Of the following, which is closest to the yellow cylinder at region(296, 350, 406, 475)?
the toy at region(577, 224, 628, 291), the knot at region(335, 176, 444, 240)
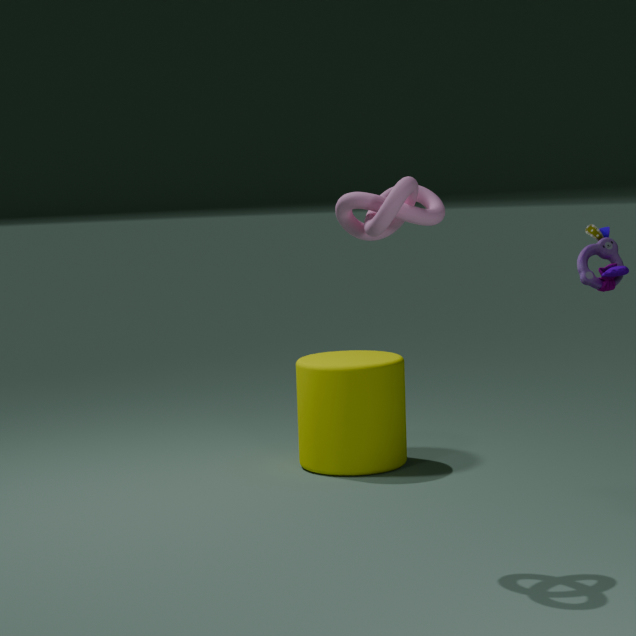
the toy at region(577, 224, 628, 291)
